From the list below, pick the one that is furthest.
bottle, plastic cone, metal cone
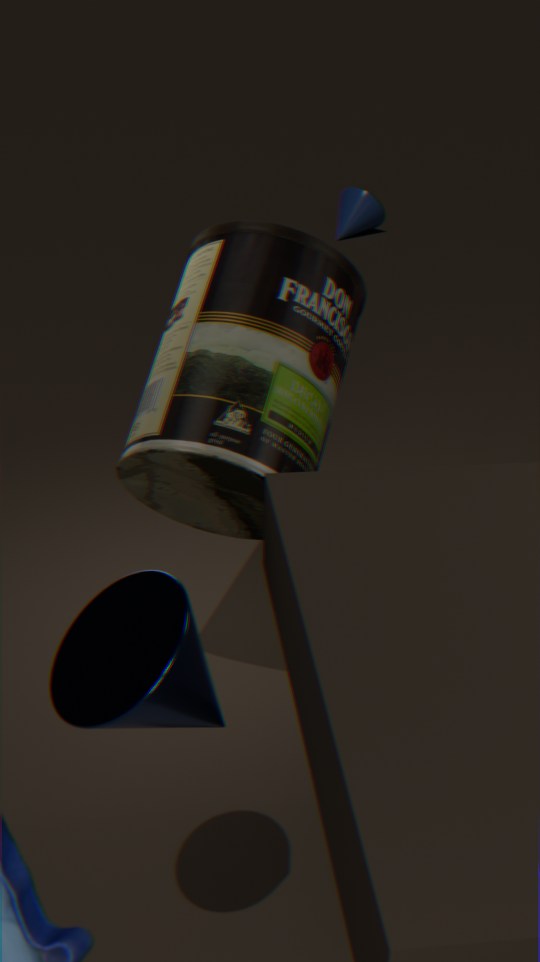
plastic cone
